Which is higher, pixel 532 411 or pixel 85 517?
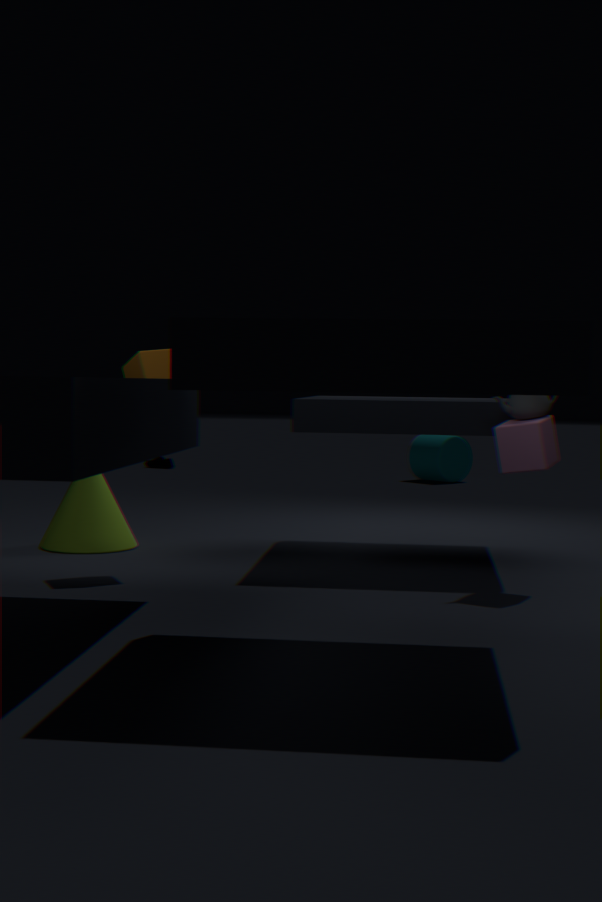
pixel 532 411
